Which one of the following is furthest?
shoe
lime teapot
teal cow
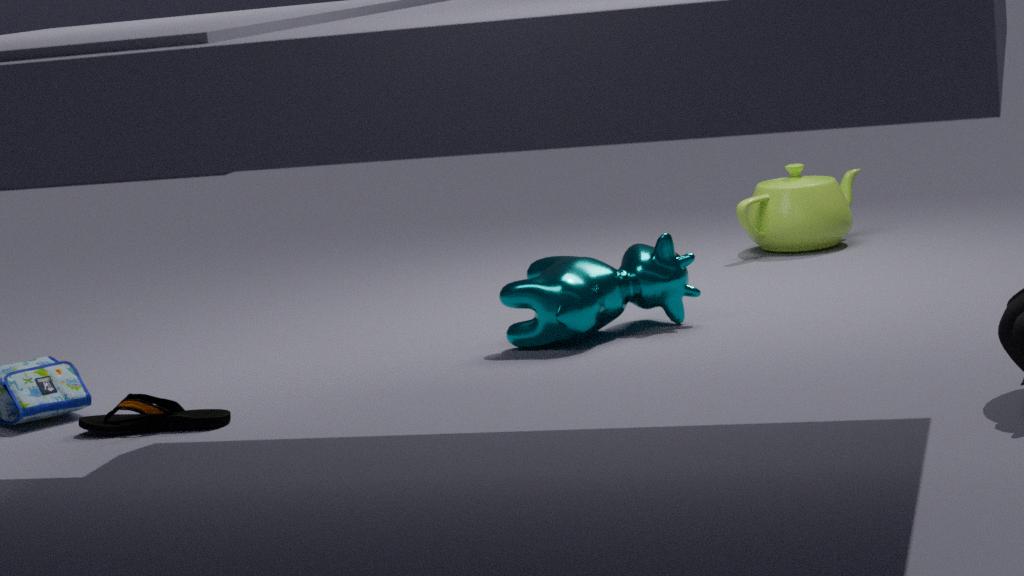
lime teapot
